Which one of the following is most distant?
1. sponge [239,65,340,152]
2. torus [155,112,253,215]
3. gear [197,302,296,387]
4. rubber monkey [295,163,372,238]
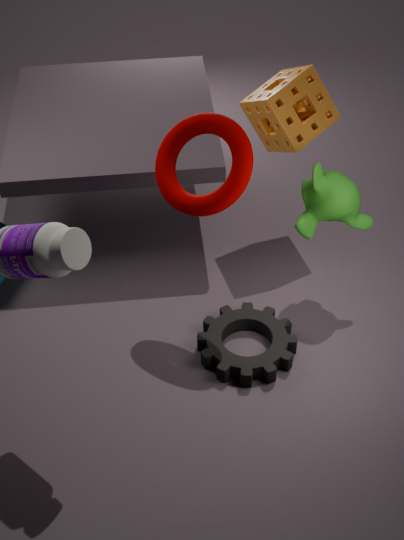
sponge [239,65,340,152]
